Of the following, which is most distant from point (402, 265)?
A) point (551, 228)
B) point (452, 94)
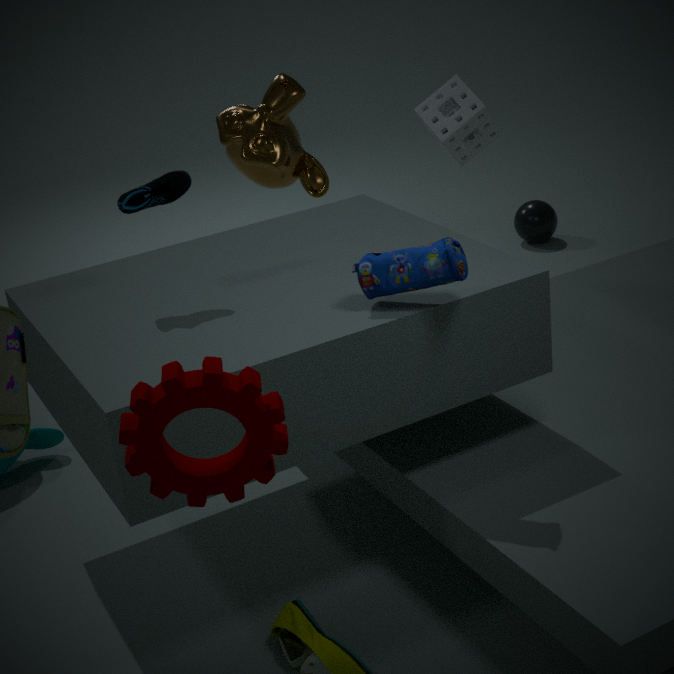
point (551, 228)
